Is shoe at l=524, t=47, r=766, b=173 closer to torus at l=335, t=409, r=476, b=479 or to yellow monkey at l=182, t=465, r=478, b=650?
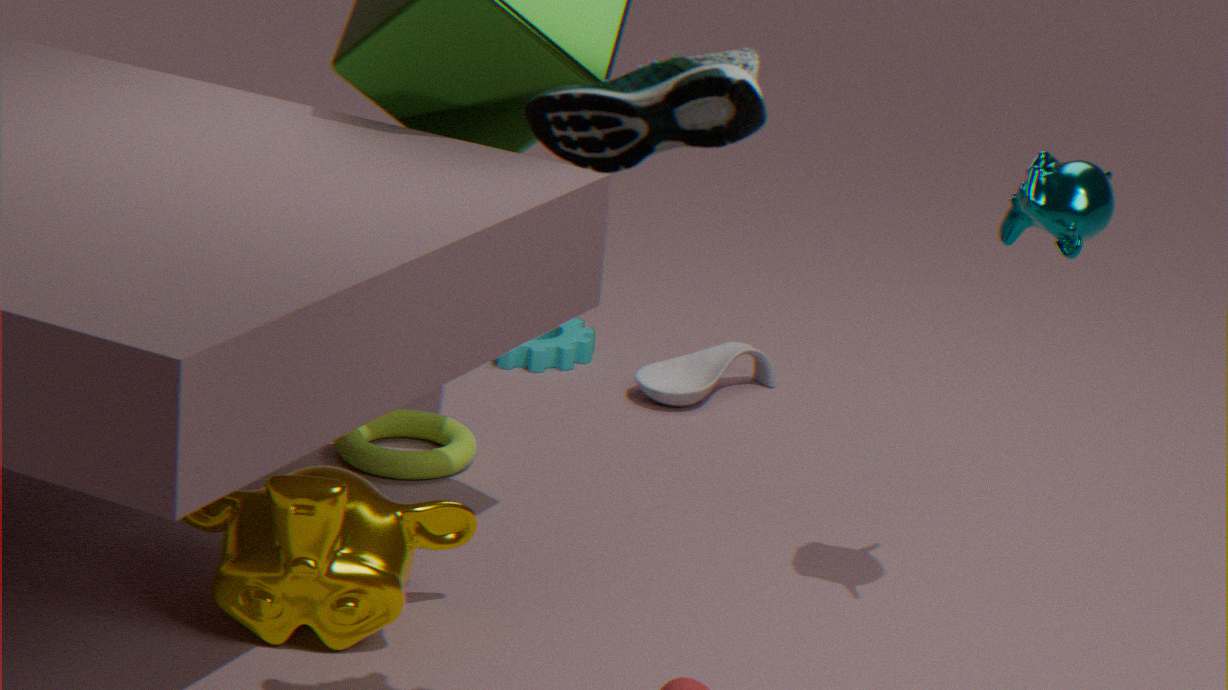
yellow monkey at l=182, t=465, r=478, b=650
